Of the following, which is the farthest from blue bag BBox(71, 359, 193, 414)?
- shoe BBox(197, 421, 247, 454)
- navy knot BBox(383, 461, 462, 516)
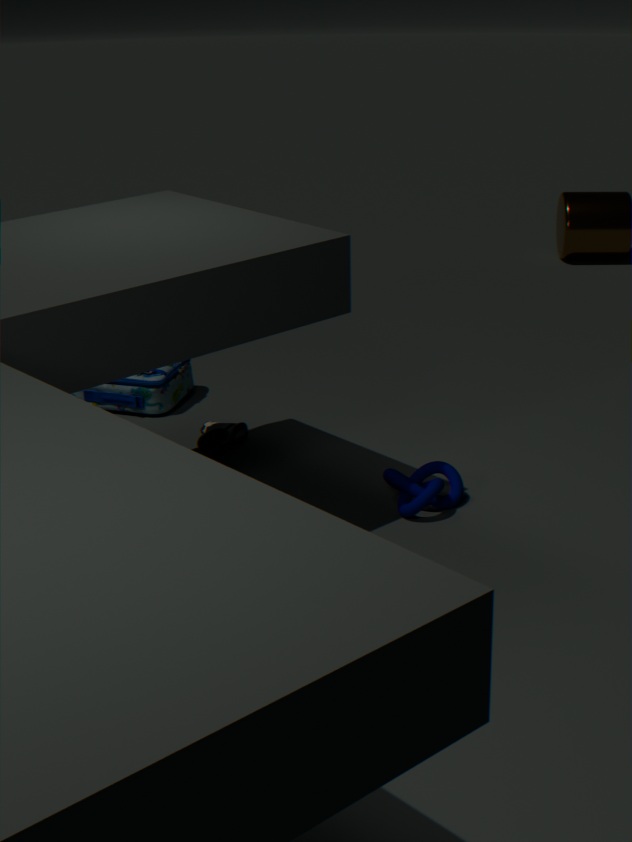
navy knot BBox(383, 461, 462, 516)
